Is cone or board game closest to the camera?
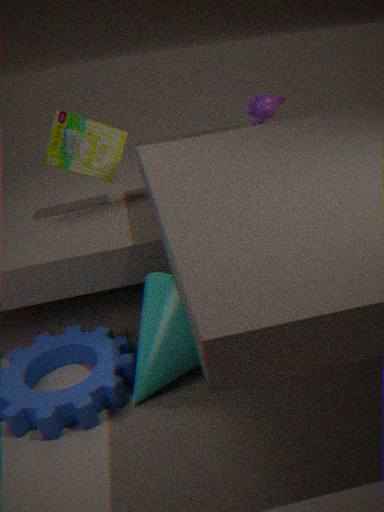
cone
